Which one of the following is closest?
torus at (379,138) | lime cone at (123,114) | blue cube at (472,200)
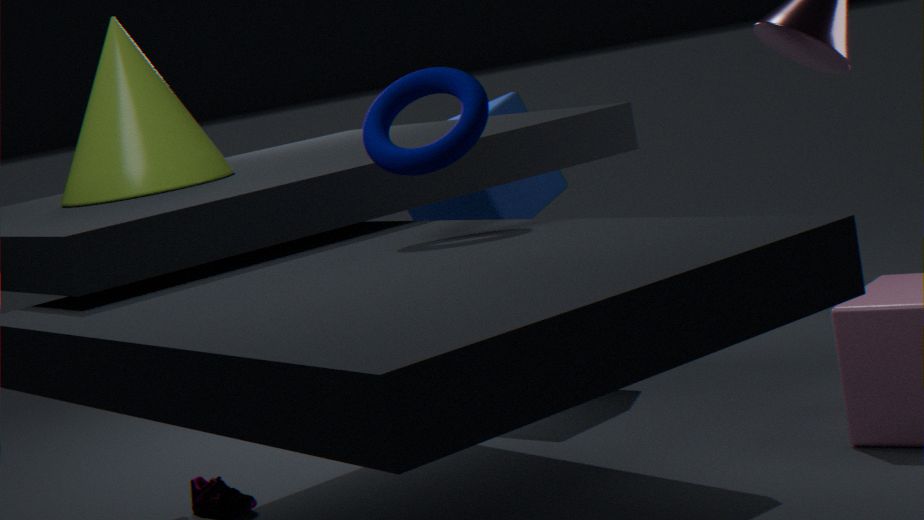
torus at (379,138)
